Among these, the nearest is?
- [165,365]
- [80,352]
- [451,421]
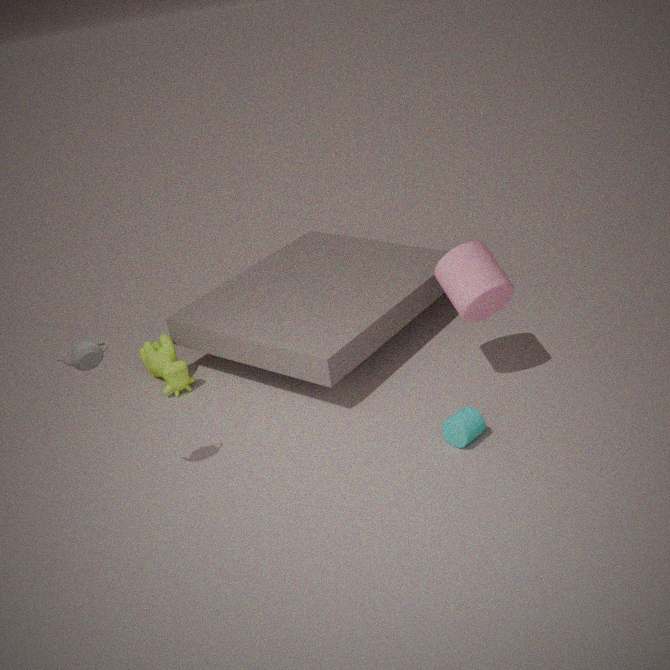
[80,352]
